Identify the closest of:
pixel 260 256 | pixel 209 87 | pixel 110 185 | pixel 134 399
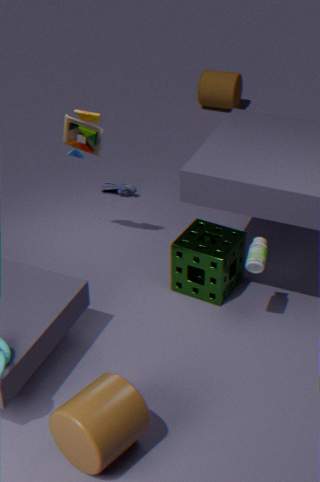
pixel 134 399
